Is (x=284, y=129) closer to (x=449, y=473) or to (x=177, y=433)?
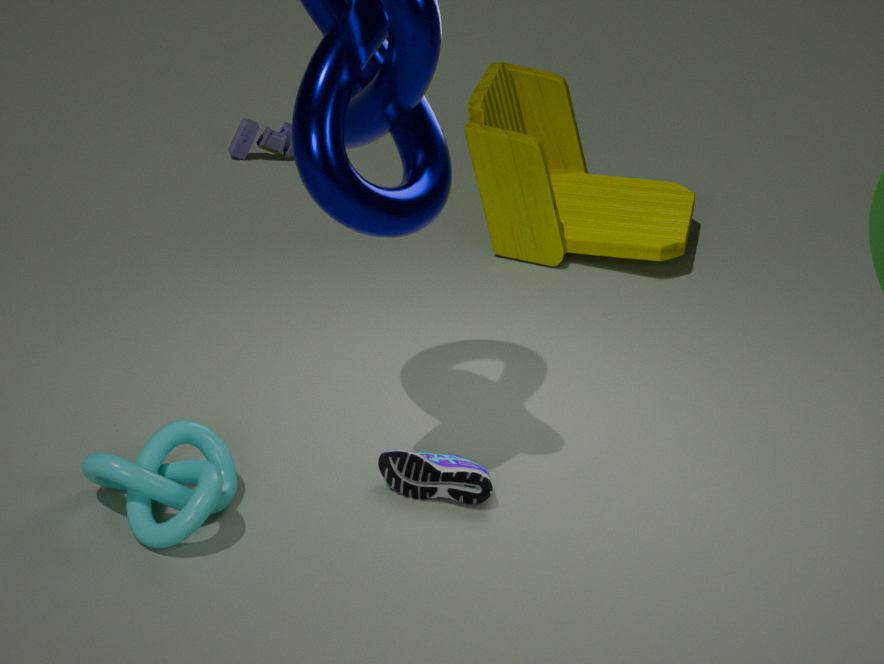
(x=449, y=473)
